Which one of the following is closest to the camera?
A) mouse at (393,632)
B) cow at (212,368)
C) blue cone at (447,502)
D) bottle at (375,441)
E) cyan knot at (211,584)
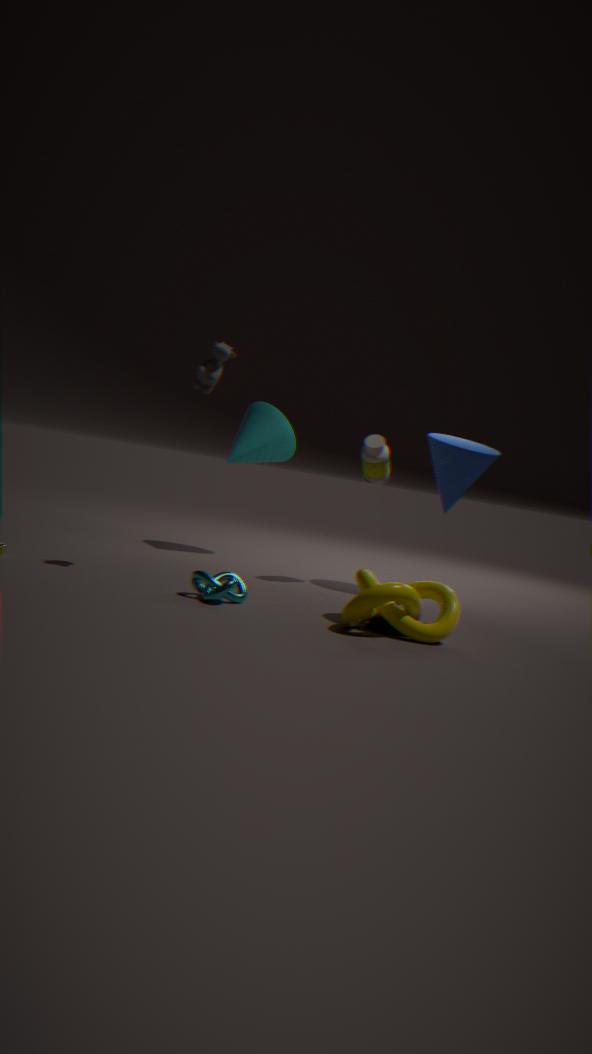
mouse at (393,632)
